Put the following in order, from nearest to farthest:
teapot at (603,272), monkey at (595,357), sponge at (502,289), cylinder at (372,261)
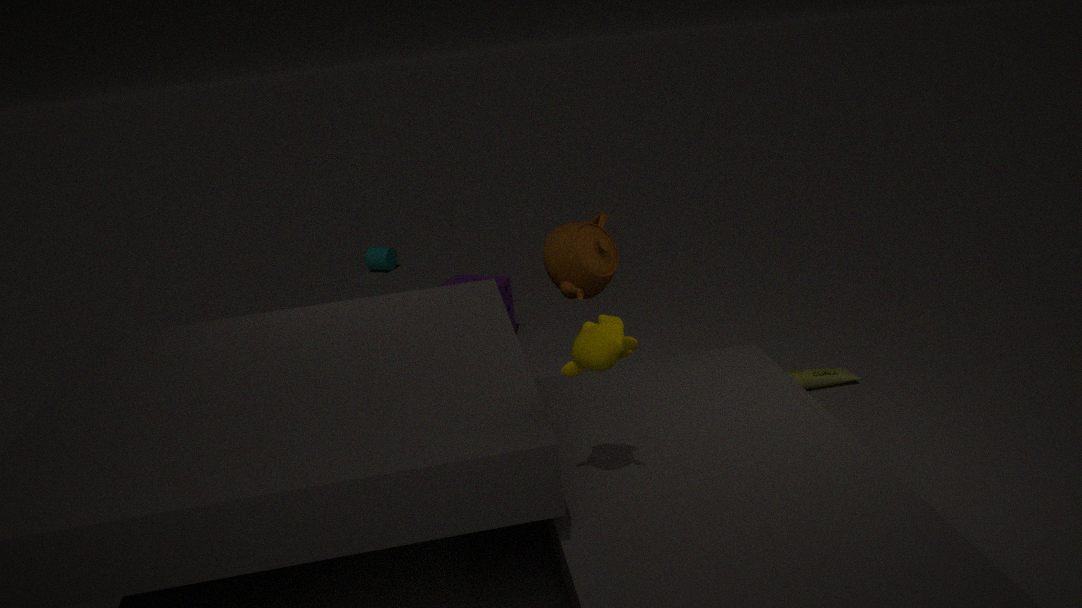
monkey at (595,357) < teapot at (603,272) < sponge at (502,289) < cylinder at (372,261)
